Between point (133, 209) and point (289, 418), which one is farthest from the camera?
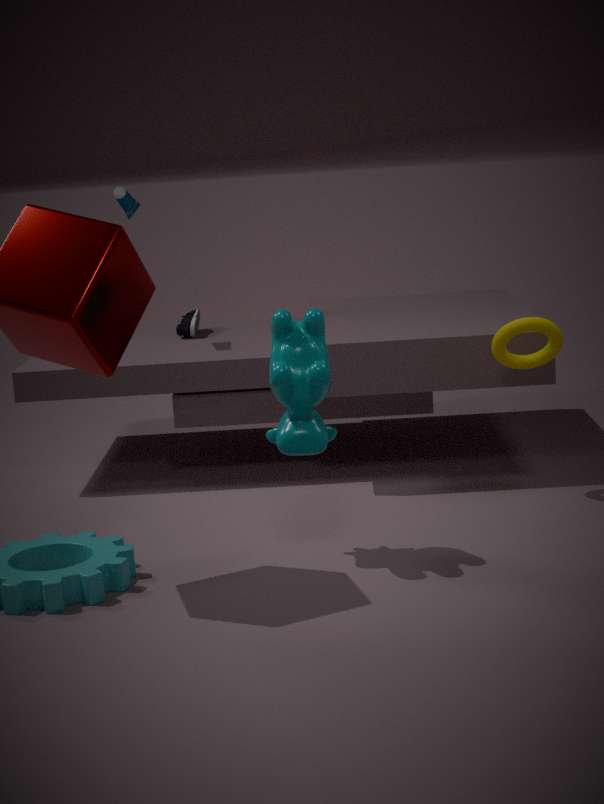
point (133, 209)
